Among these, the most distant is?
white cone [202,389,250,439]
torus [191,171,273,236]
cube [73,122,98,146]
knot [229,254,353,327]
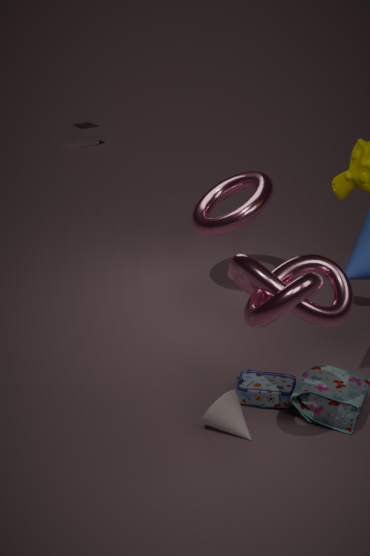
cube [73,122,98,146]
